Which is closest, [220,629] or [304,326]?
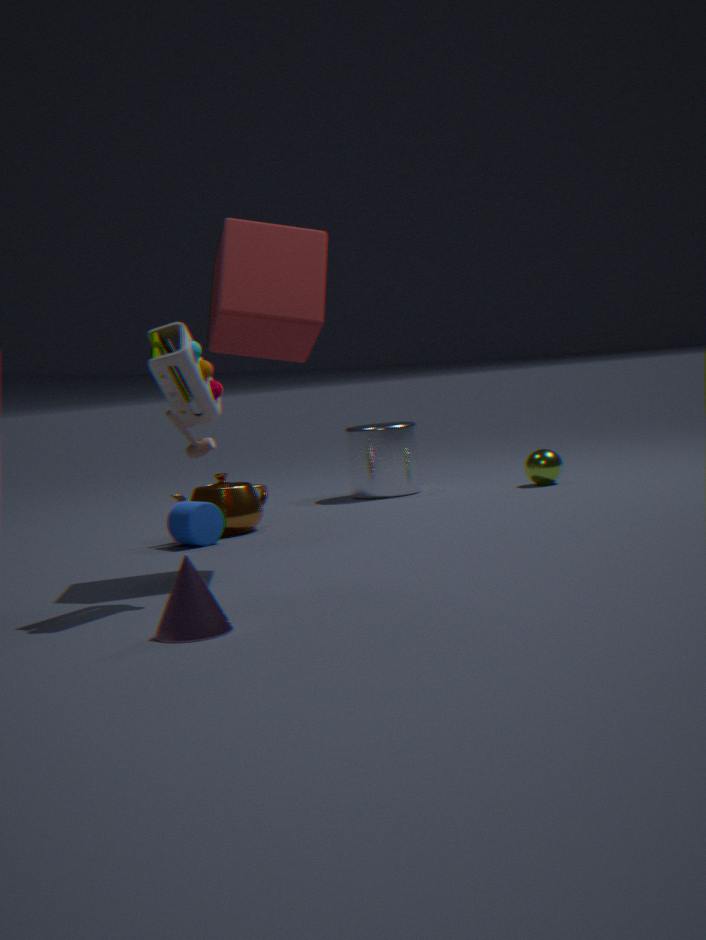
[220,629]
